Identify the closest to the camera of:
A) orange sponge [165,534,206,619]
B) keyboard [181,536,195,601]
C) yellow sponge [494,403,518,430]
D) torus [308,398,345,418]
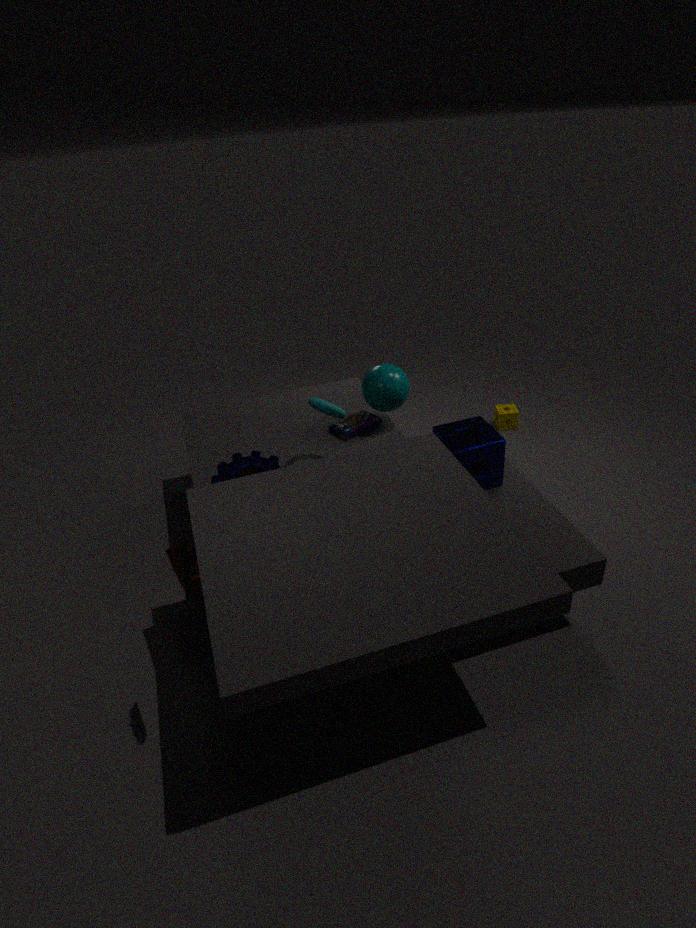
keyboard [181,536,195,601]
